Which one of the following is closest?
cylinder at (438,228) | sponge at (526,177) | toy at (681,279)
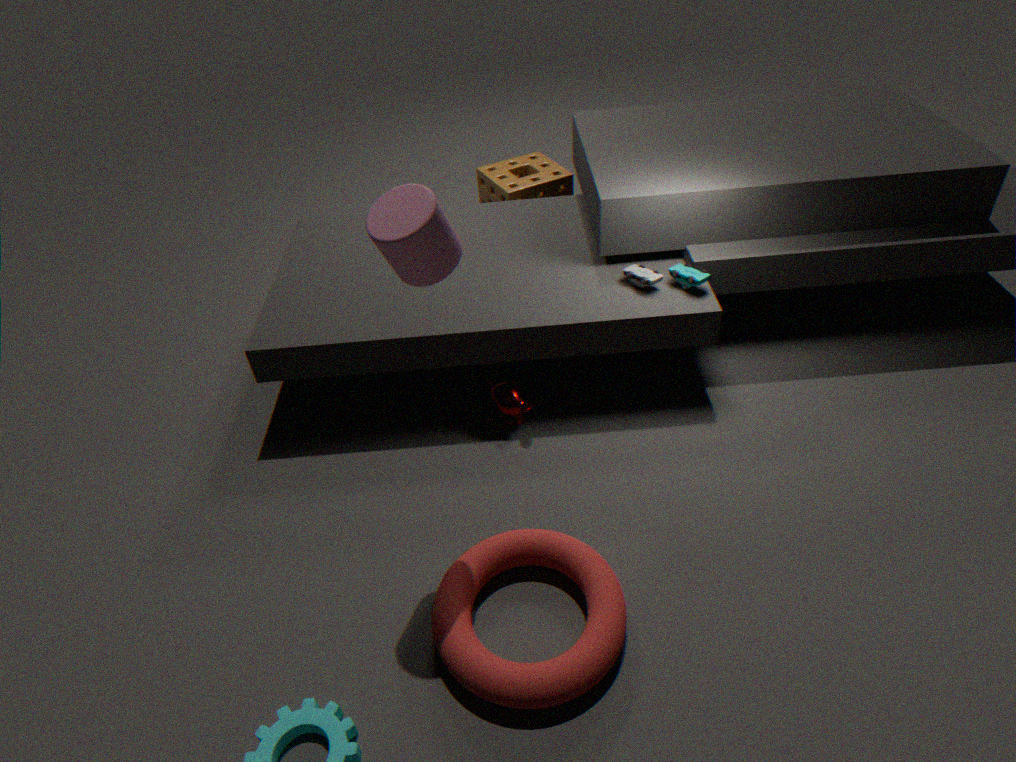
cylinder at (438,228)
